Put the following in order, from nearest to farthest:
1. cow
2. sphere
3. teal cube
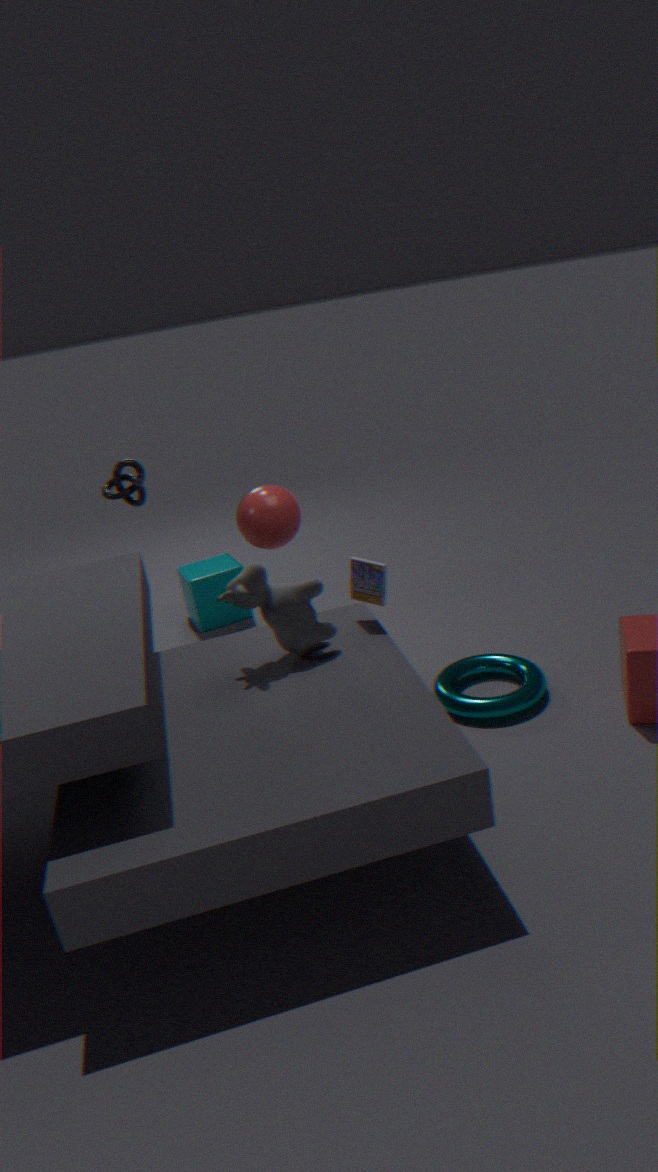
1. cow
2. sphere
3. teal cube
